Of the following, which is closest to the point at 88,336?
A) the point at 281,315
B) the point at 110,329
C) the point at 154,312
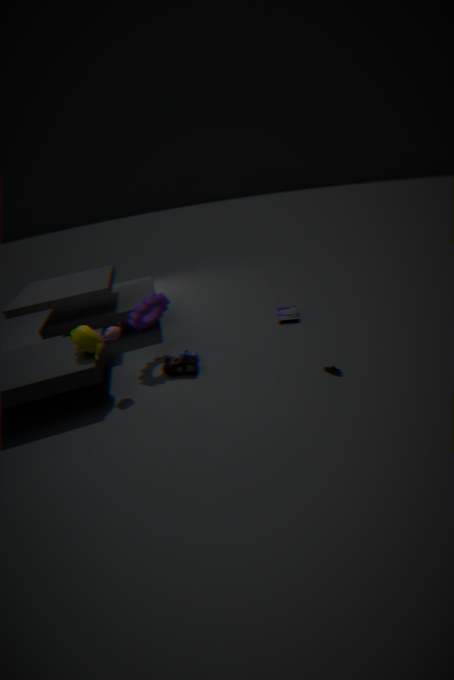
the point at 110,329
